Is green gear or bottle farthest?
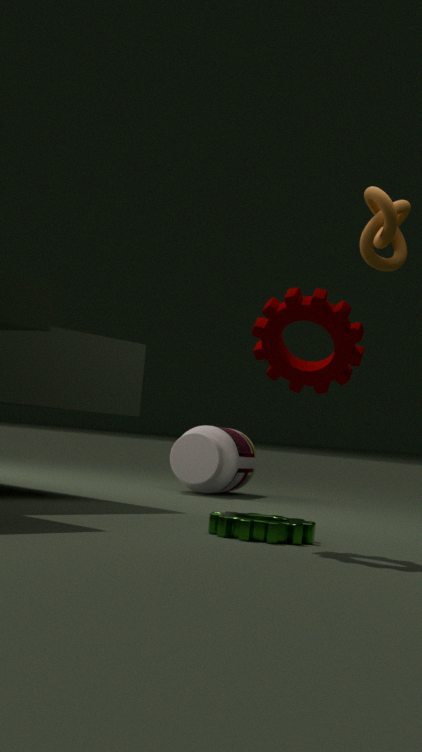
bottle
